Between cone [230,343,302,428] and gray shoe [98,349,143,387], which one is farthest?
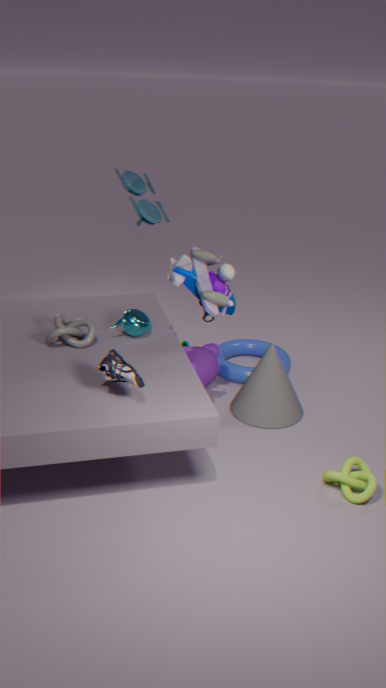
cone [230,343,302,428]
